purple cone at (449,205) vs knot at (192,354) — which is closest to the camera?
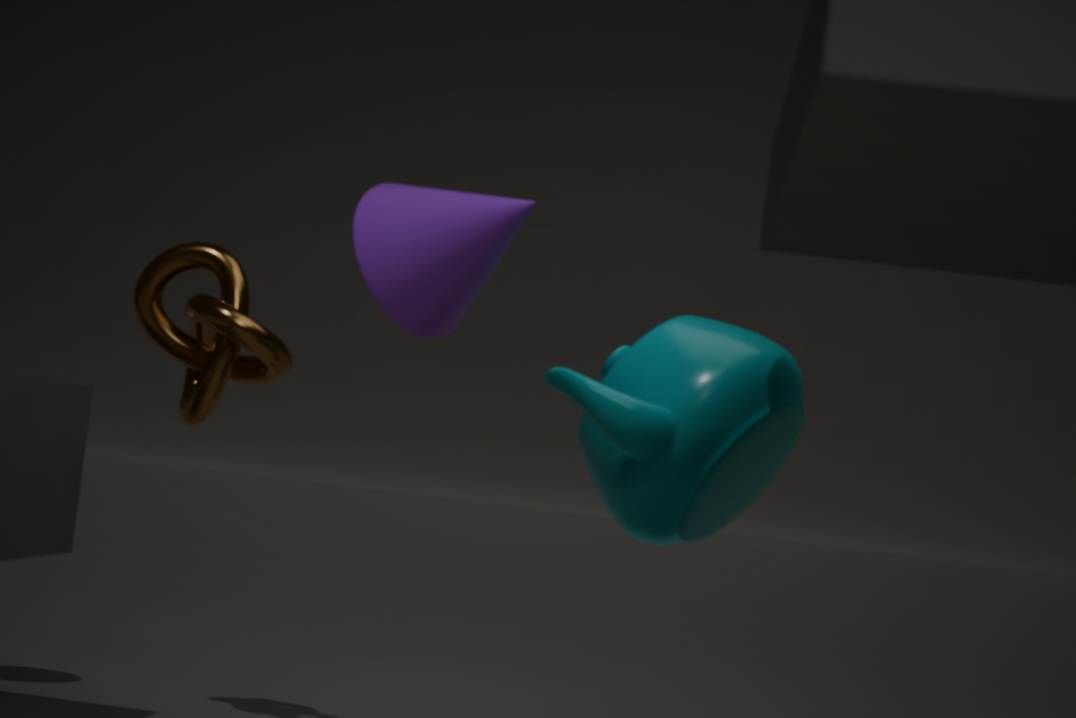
purple cone at (449,205)
